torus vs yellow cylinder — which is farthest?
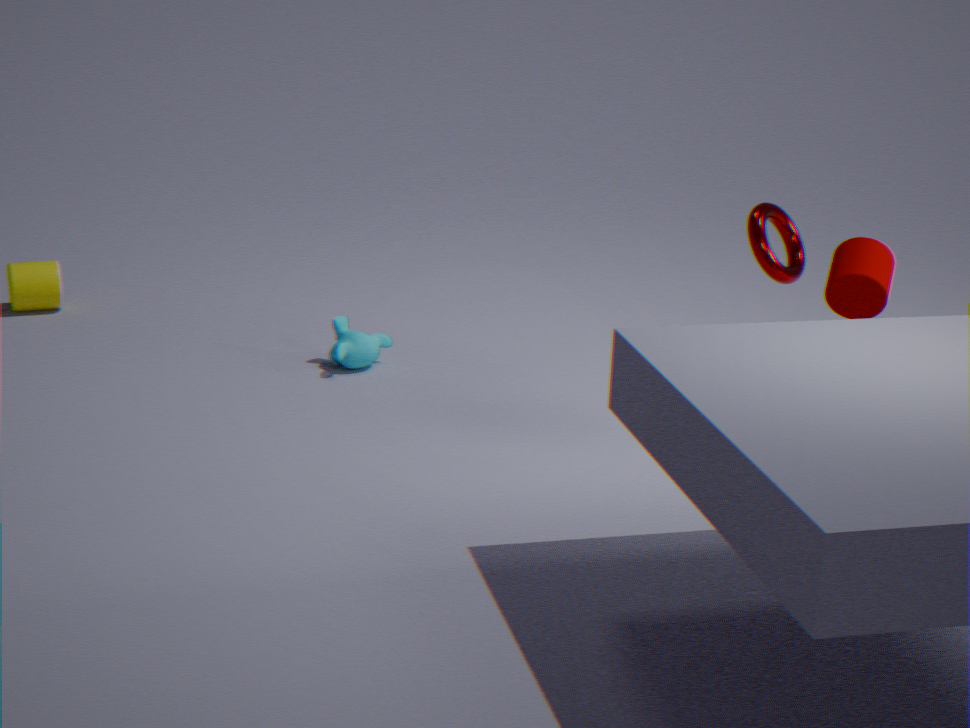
yellow cylinder
